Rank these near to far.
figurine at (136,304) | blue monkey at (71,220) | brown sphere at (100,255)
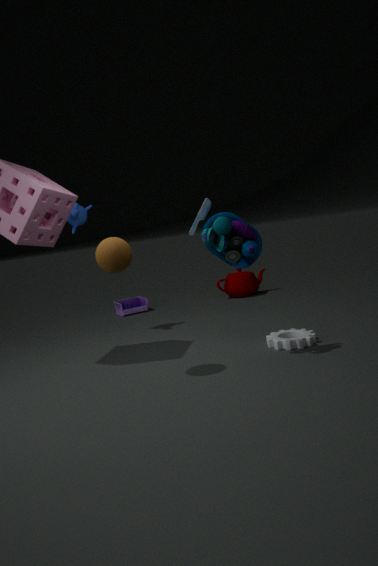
brown sphere at (100,255), blue monkey at (71,220), figurine at (136,304)
